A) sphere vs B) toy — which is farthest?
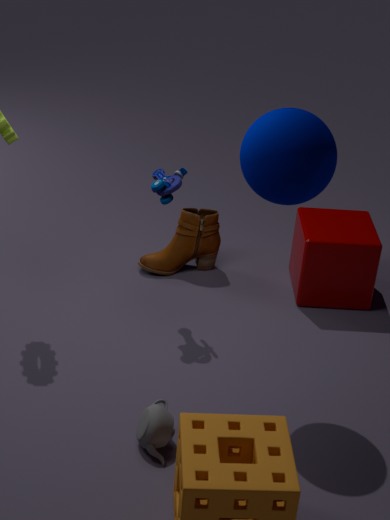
B. toy
